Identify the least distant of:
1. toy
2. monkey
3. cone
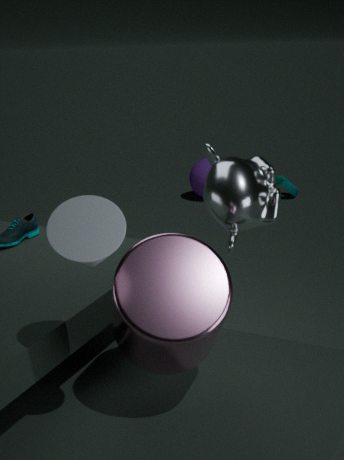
cone
